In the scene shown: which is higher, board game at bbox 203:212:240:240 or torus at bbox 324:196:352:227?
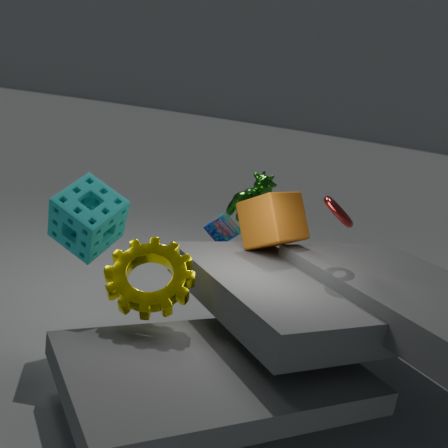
torus at bbox 324:196:352:227
